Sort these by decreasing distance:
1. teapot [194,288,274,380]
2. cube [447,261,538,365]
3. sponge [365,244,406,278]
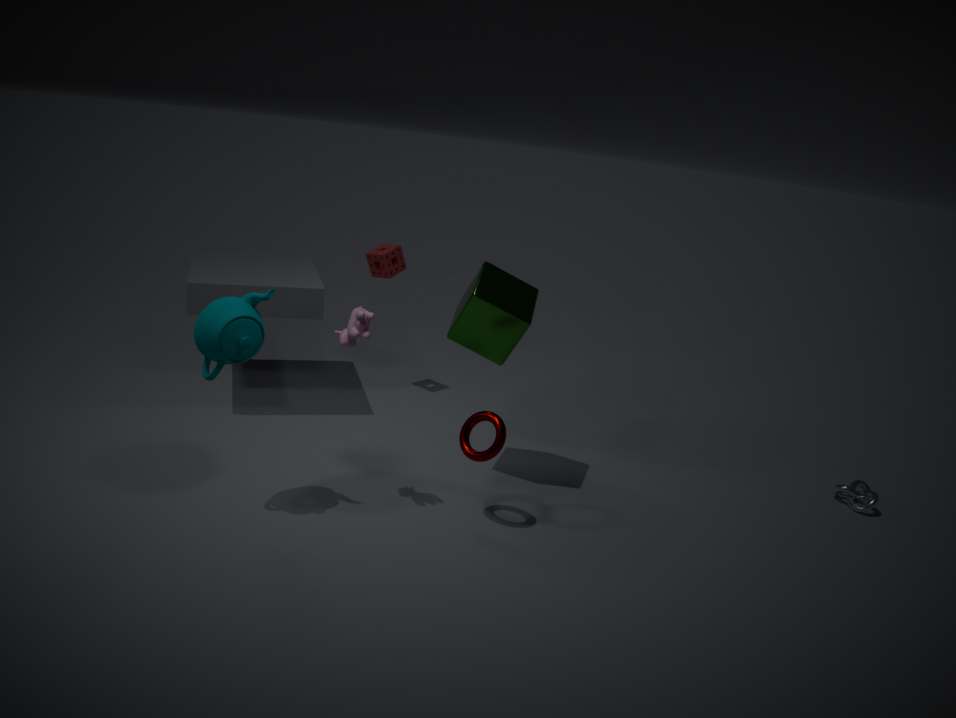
sponge [365,244,406,278]
cube [447,261,538,365]
teapot [194,288,274,380]
